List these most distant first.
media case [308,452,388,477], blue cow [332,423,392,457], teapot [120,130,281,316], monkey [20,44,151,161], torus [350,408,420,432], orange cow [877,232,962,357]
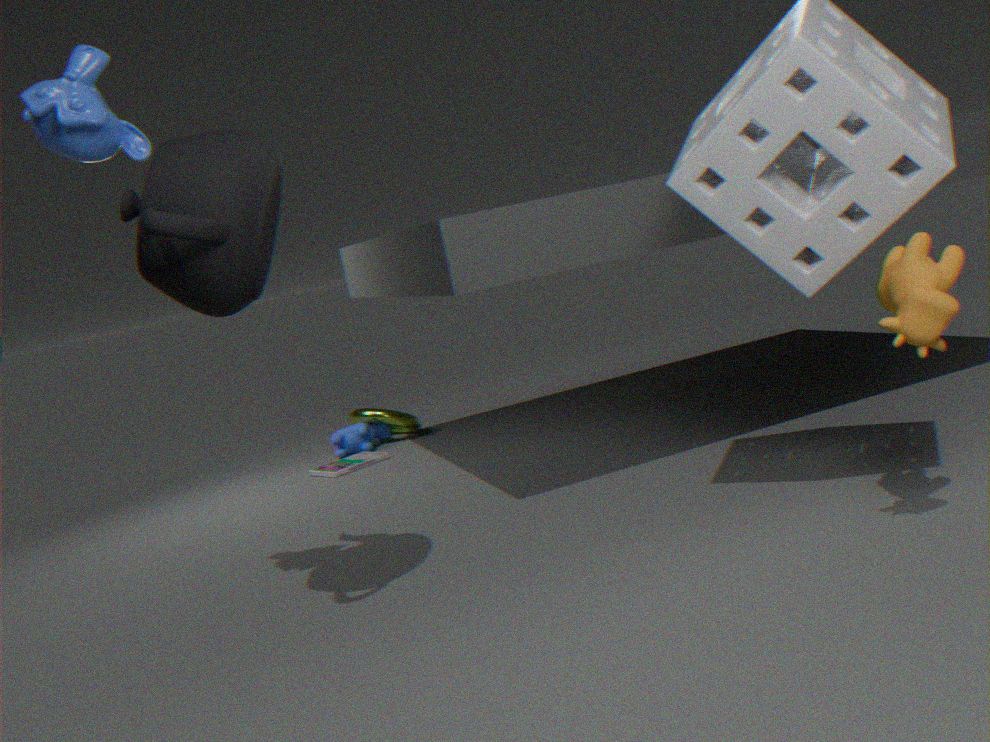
torus [350,408,420,432]
blue cow [332,423,392,457]
media case [308,452,388,477]
monkey [20,44,151,161]
orange cow [877,232,962,357]
teapot [120,130,281,316]
